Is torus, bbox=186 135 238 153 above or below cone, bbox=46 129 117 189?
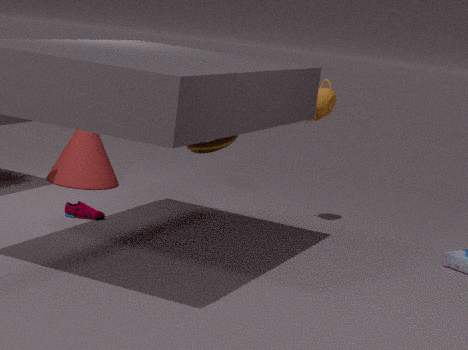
above
